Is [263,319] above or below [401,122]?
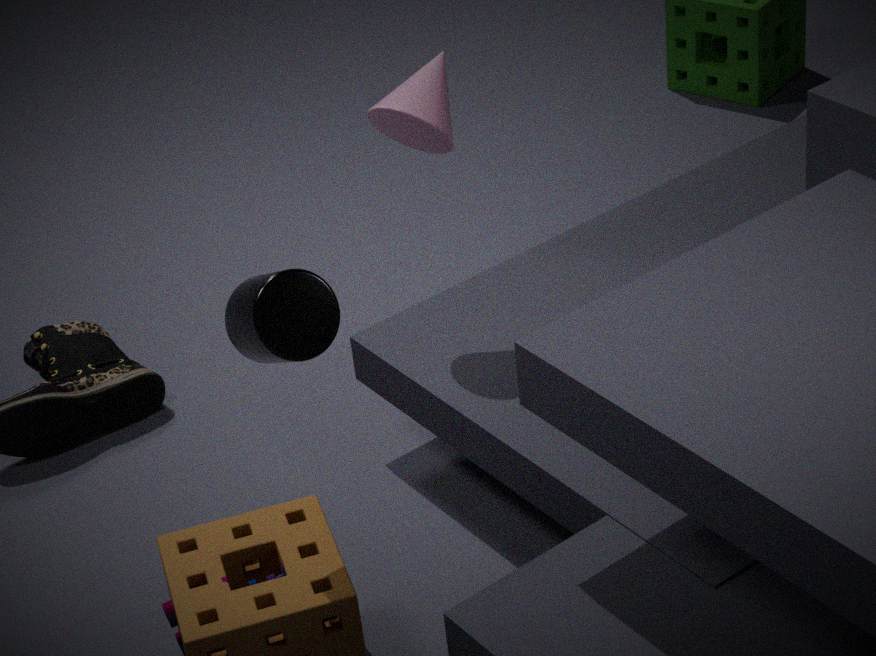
below
